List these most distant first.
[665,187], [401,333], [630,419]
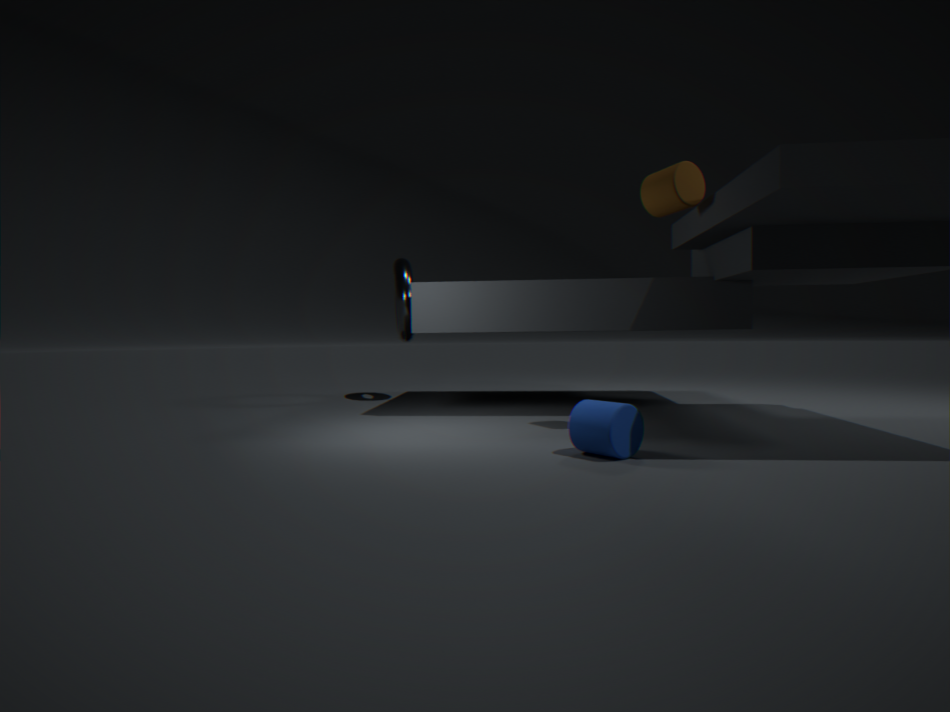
1. [401,333]
2. [665,187]
3. [630,419]
